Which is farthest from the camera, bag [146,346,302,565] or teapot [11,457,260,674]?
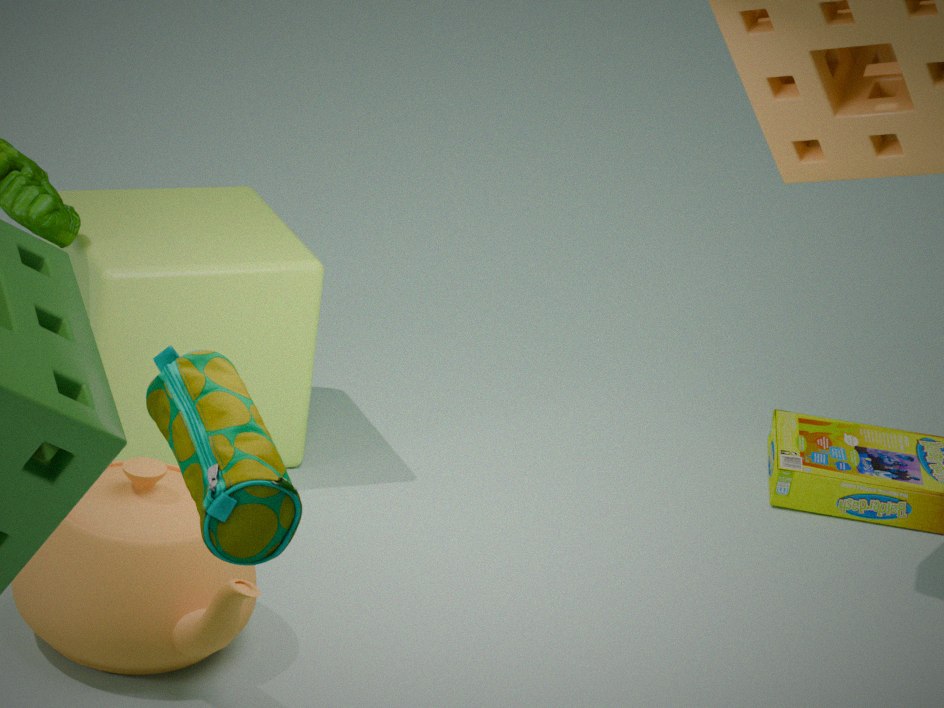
teapot [11,457,260,674]
